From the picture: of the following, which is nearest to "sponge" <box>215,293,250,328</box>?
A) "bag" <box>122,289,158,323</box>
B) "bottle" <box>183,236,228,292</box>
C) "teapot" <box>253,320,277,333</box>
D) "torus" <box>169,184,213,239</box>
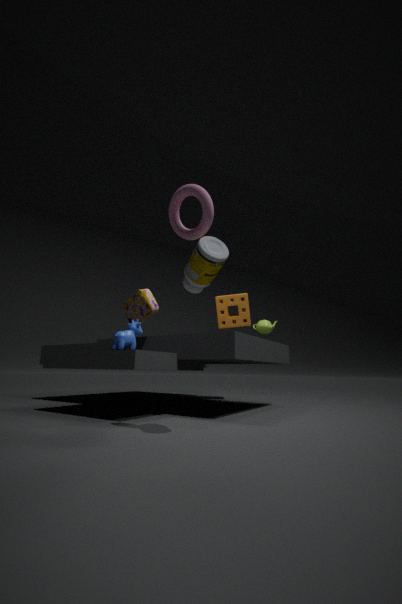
"teapot" <box>253,320,277,333</box>
